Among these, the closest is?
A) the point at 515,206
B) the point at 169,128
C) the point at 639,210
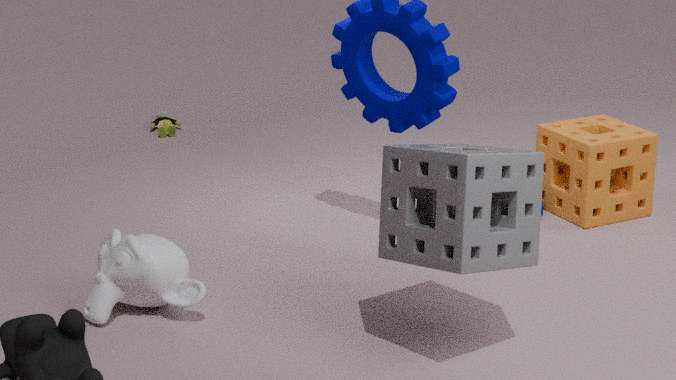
the point at 515,206
